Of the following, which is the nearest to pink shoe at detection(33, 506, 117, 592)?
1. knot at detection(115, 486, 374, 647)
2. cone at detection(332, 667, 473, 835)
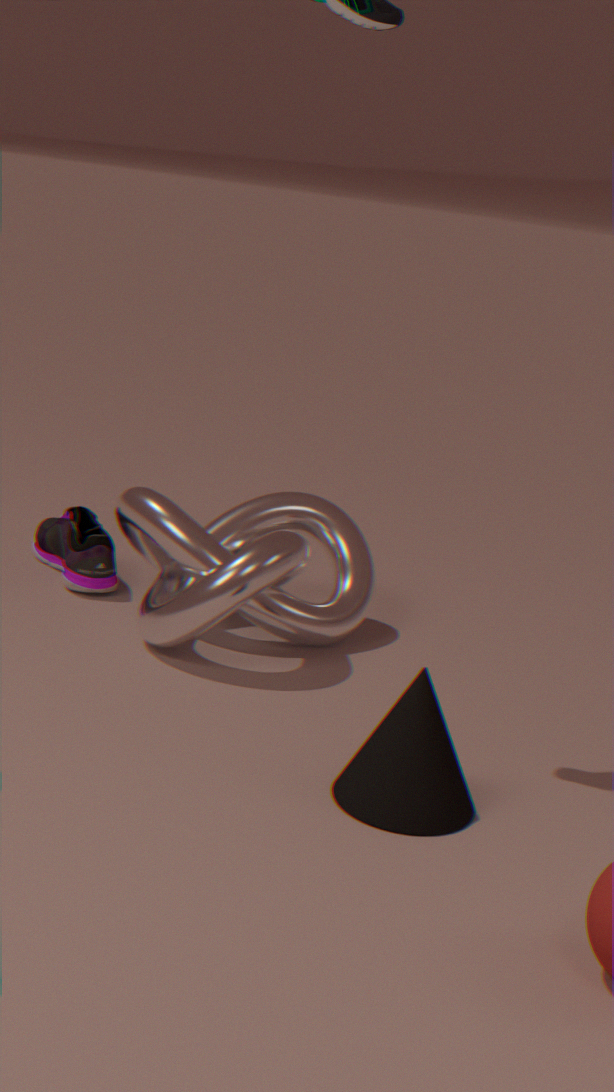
knot at detection(115, 486, 374, 647)
